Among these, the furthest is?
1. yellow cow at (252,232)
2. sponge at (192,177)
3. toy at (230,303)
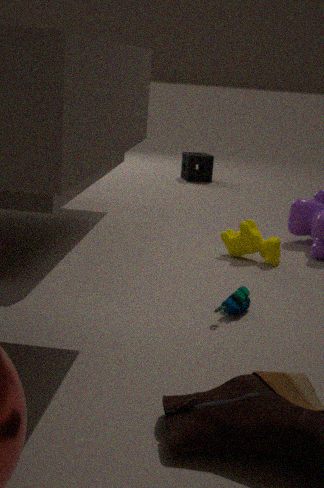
sponge at (192,177)
